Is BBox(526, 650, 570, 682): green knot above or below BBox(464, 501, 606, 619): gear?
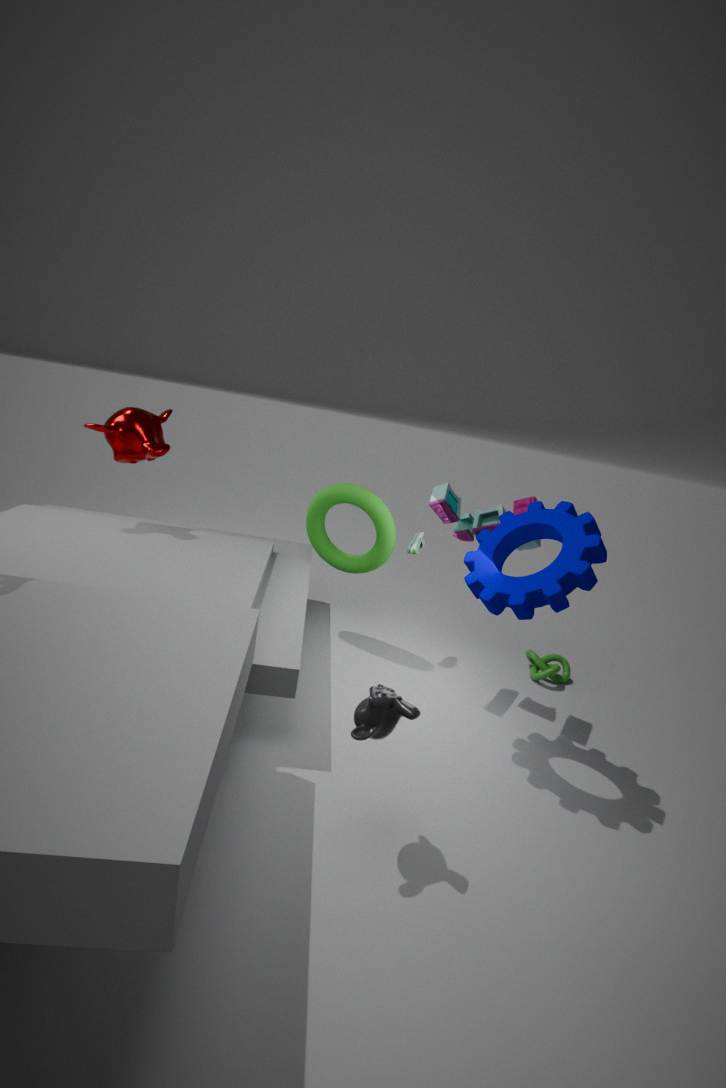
below
